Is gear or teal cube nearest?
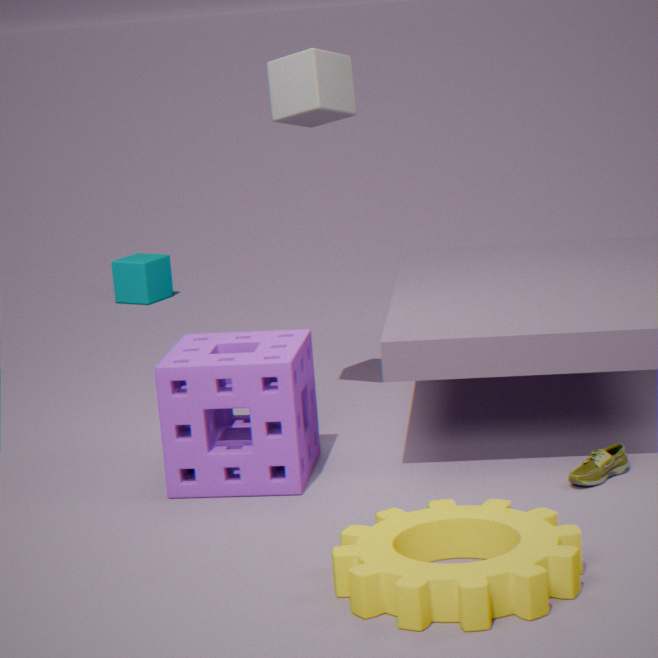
gear
